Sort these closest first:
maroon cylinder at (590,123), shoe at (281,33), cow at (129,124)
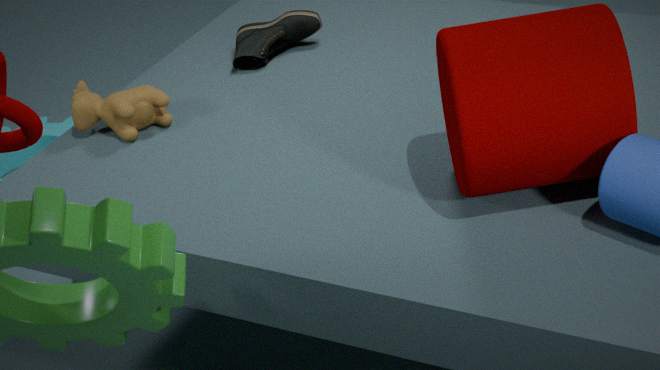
A: 1. maroon cylinder at (590,123)
2. cow at (129,124)
3. shoe at (281,33)
